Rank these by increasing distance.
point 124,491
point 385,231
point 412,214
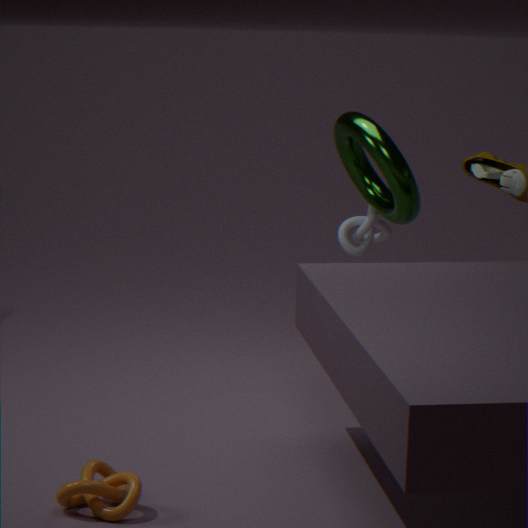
1. point 124,491
2. point 412,214
3. point 385,231
